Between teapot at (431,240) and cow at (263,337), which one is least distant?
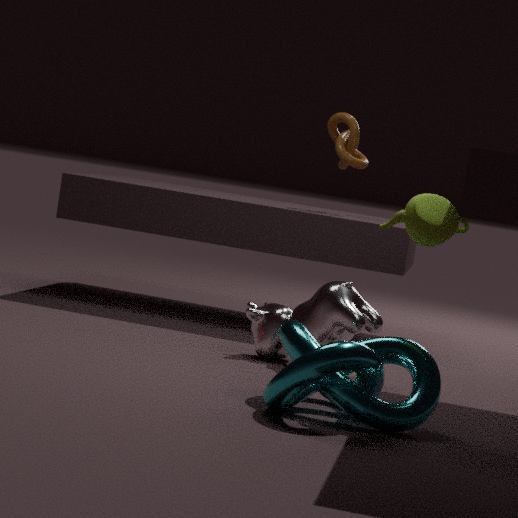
teapot at (431,240)
